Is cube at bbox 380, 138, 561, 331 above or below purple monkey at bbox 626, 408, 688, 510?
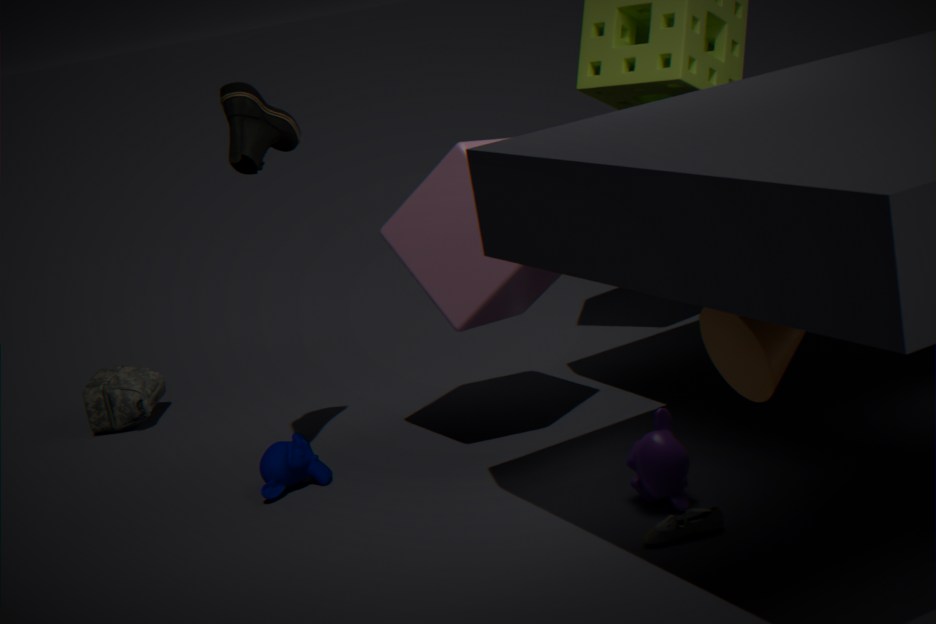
above
